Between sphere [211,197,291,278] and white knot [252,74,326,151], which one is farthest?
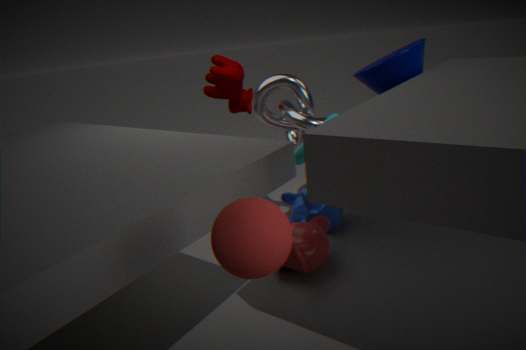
white knot [252,74,326,151]
